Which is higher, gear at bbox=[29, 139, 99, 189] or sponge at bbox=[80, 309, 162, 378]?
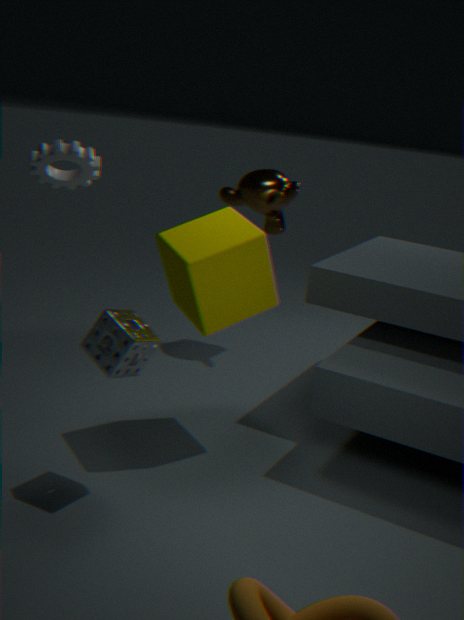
gear at bbox=[29, 139, 99, 189]
